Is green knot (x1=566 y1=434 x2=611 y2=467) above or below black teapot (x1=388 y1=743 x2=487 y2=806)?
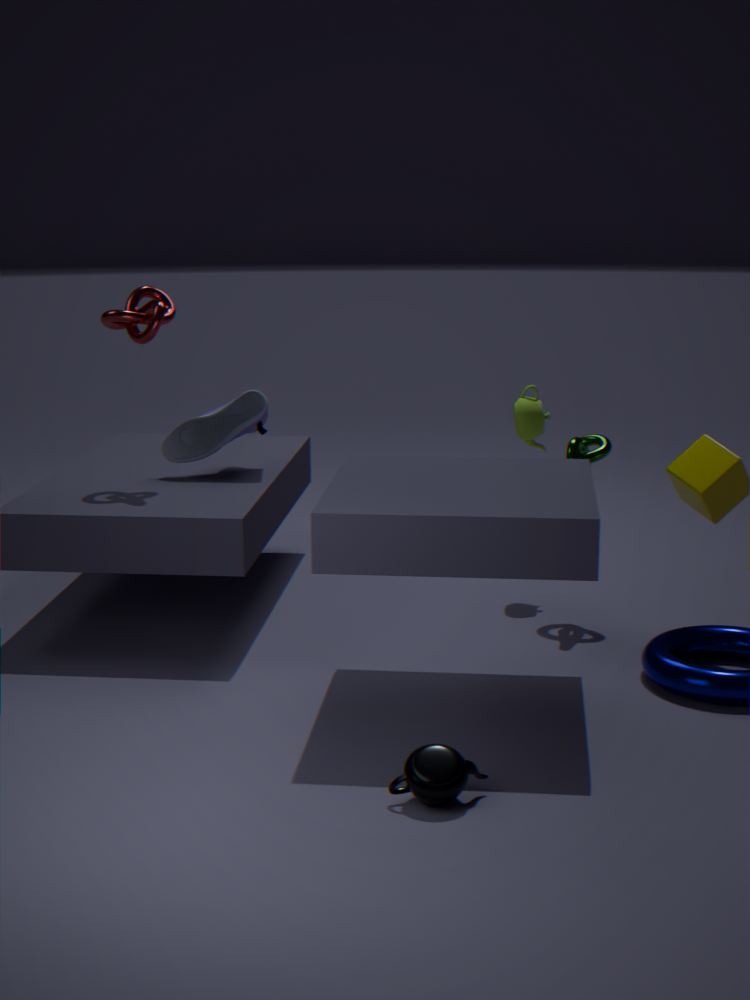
above
